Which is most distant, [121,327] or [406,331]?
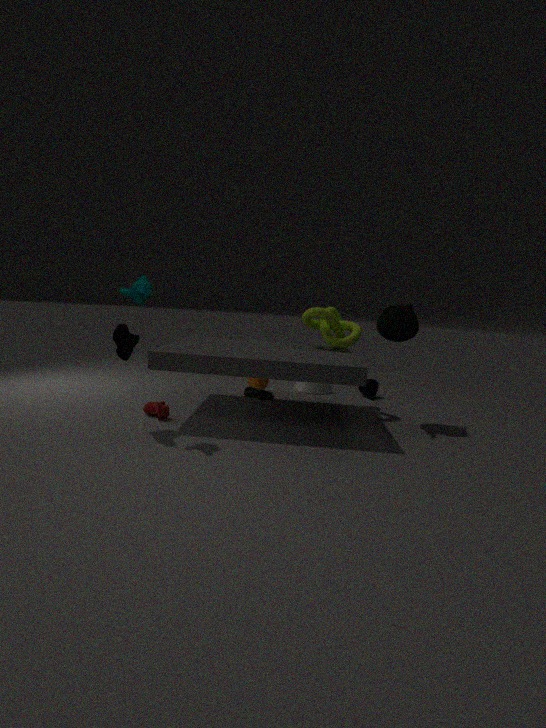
[406,331]
